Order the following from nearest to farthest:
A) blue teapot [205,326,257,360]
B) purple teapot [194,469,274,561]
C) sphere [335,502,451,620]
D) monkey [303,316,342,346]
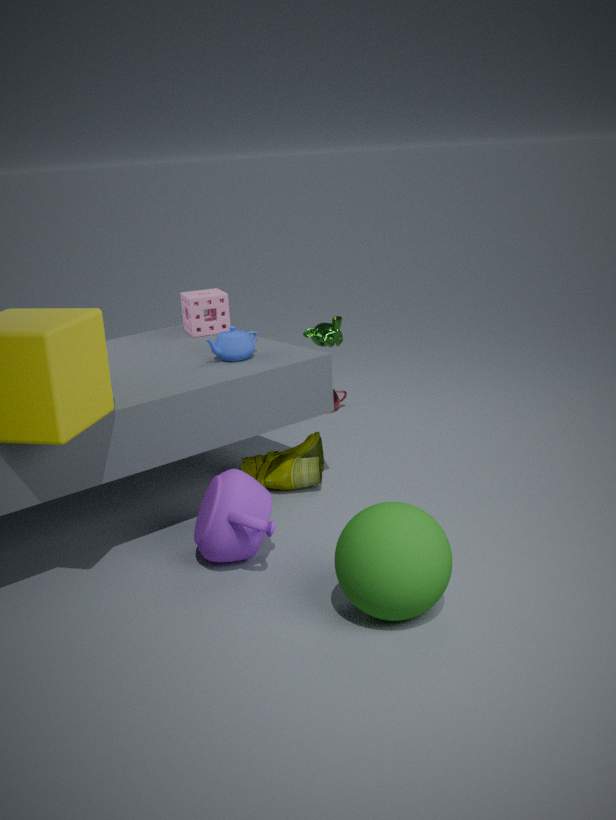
sphere [335,502,451,620] < purple teapot [194,469,274,561] < blue teapot [205,326,257,360] < monkey [303,316,342,346]
